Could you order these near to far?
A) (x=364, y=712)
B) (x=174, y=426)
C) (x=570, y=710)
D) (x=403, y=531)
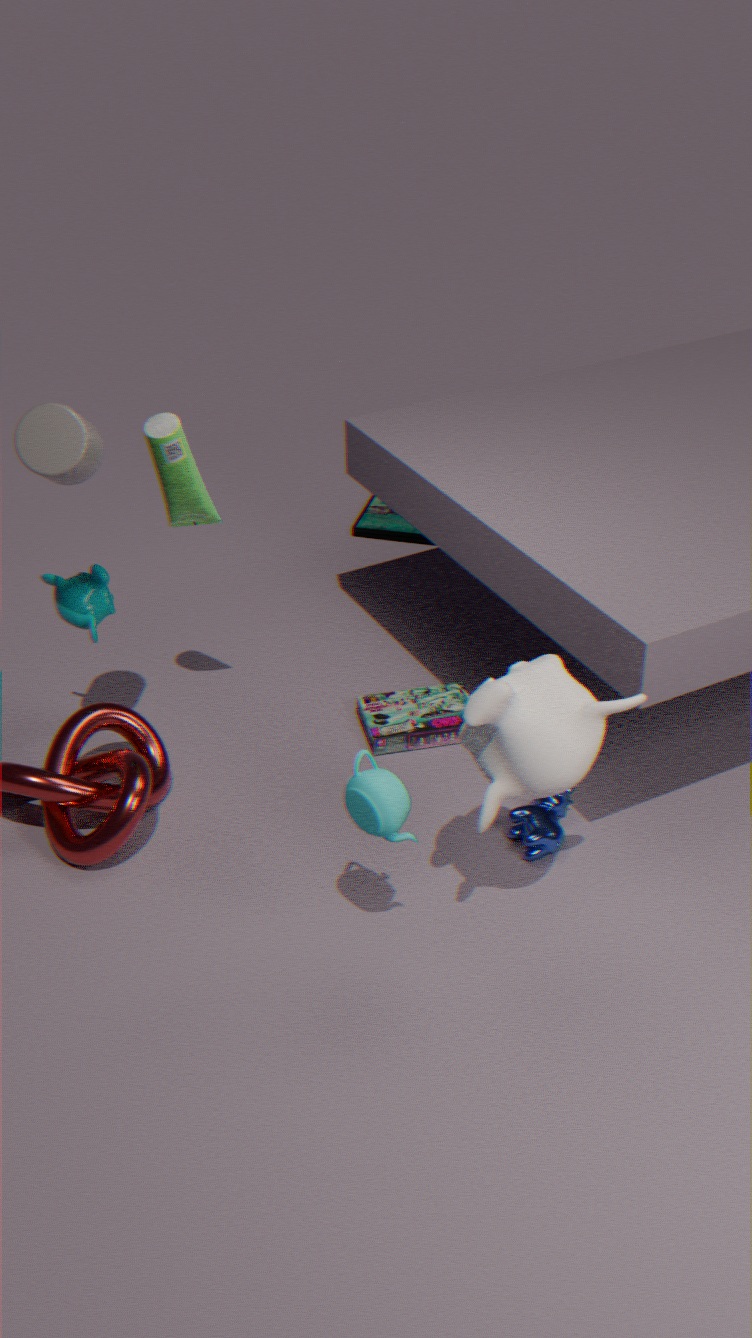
1. (x=570, y=710)
2. (x=174, y=426)
3. (x=364, y=712)
4. (x=403, y=531)
